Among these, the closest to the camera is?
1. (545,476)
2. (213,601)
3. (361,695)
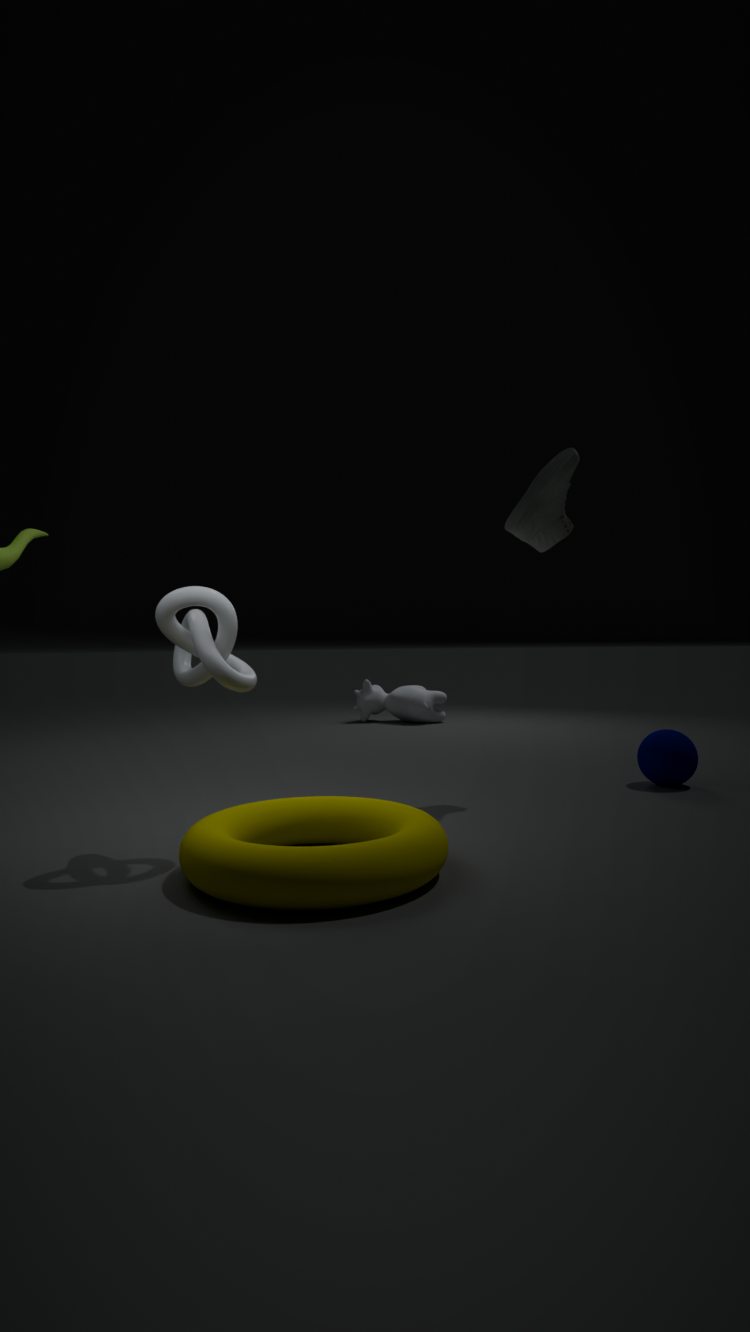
Answer: (213,601)
